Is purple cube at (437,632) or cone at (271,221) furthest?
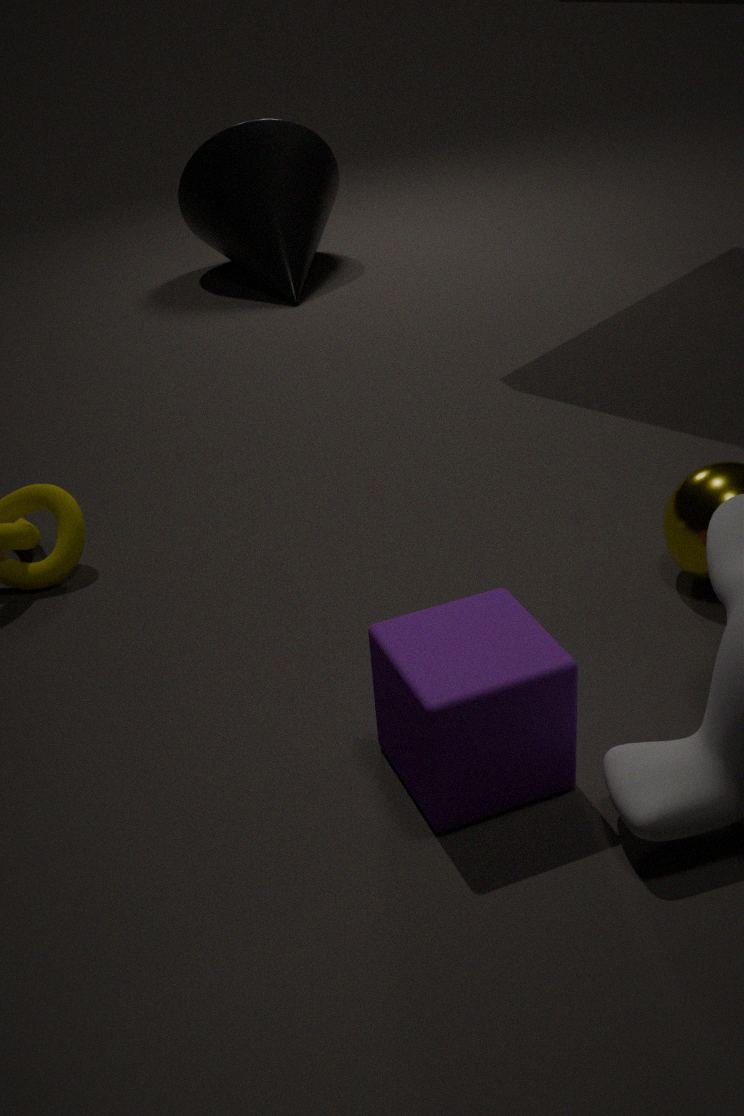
cone at (271,221)
